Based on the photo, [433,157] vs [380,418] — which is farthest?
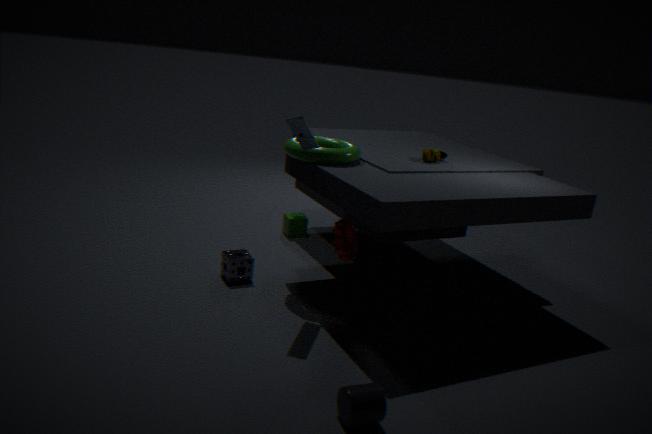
[433,157]
